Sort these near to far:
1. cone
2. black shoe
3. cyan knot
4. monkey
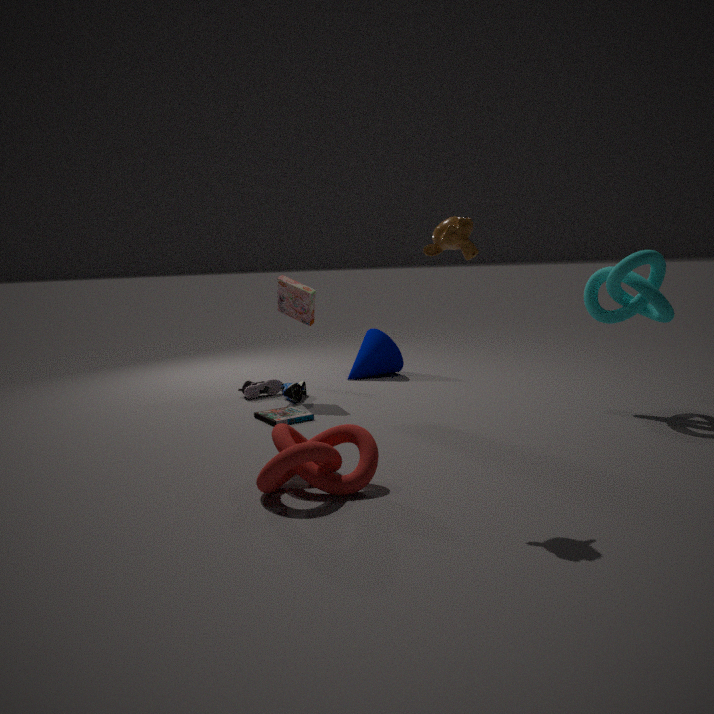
monkey, cyan knot, black shoe, cone
